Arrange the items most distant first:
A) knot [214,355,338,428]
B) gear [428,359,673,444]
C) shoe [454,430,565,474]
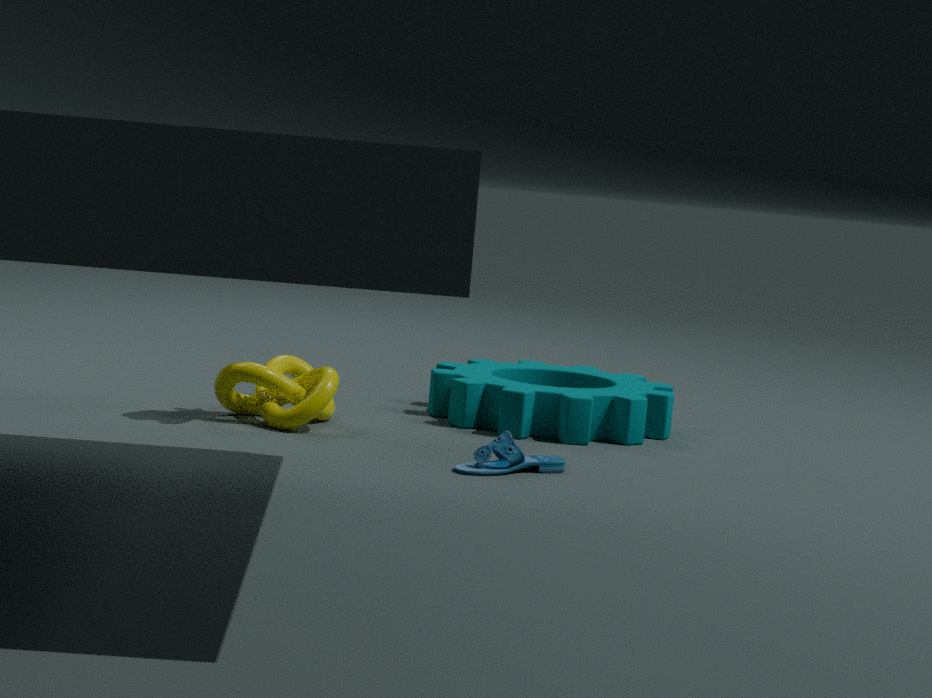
1. gear [428,359,673,444]
2. knot [214,355,338,428]
3. shoe [454,430,565,474]
